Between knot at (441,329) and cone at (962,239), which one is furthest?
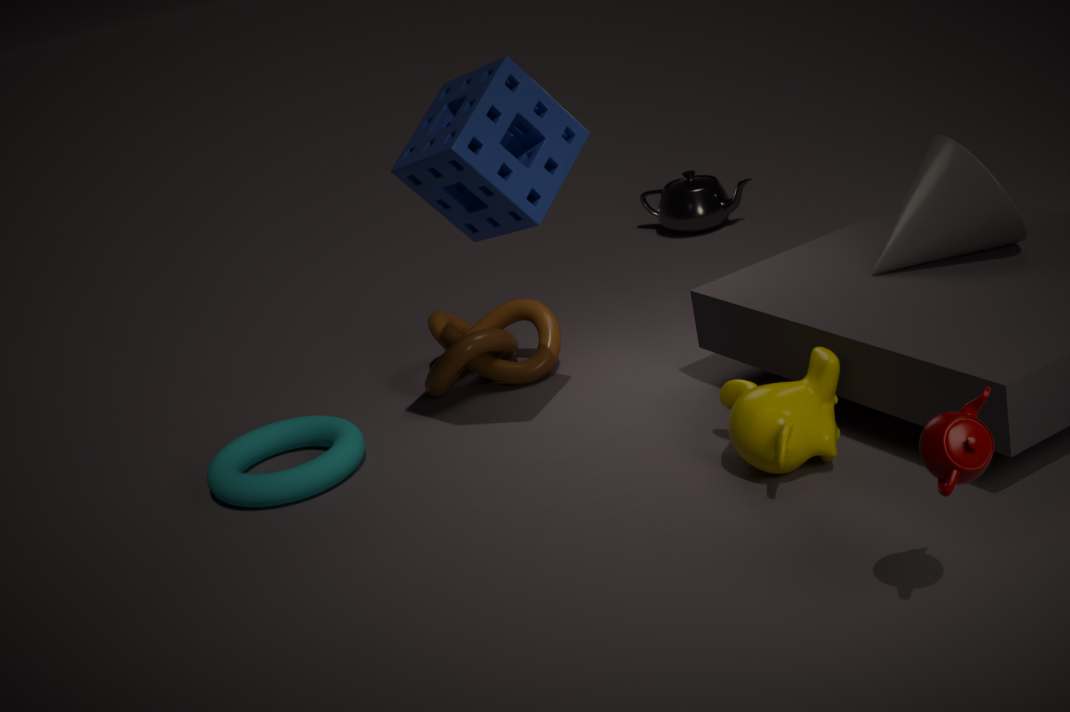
knot at (441,329)
